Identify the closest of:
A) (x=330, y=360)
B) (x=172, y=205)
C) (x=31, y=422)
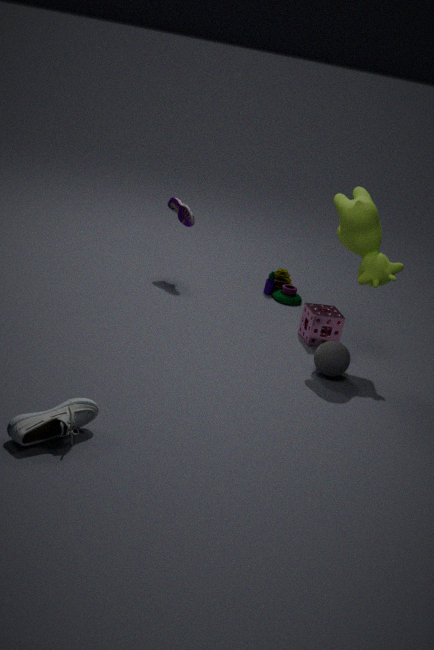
(x=31, y=422)
